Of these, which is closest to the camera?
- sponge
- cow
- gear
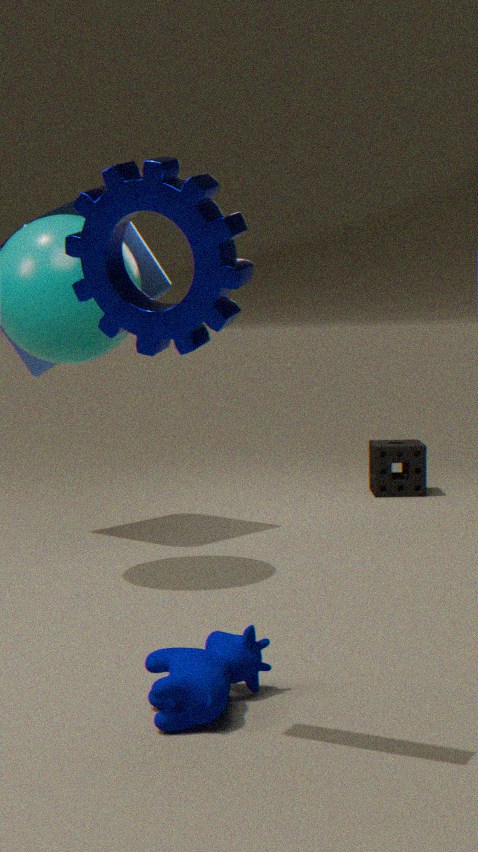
gear
